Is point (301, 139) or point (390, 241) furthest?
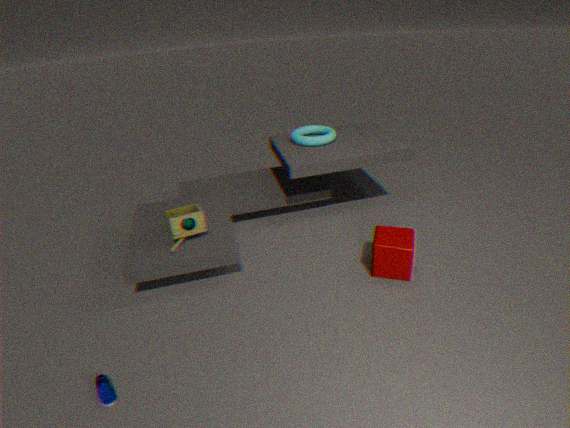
point (301, 139)
